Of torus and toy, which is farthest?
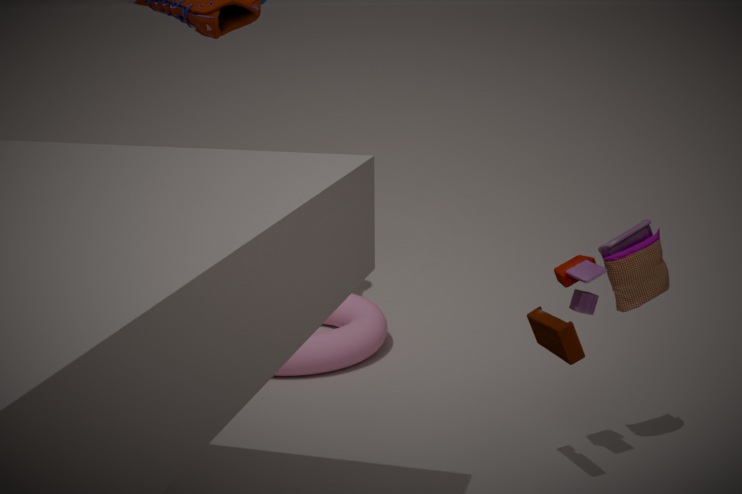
torus
